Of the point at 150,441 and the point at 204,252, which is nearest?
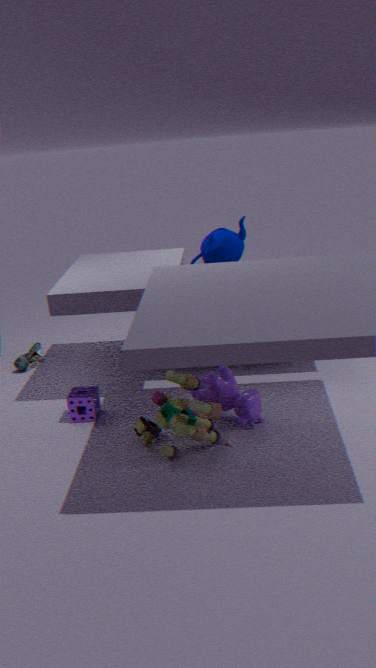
the point at 150,441
